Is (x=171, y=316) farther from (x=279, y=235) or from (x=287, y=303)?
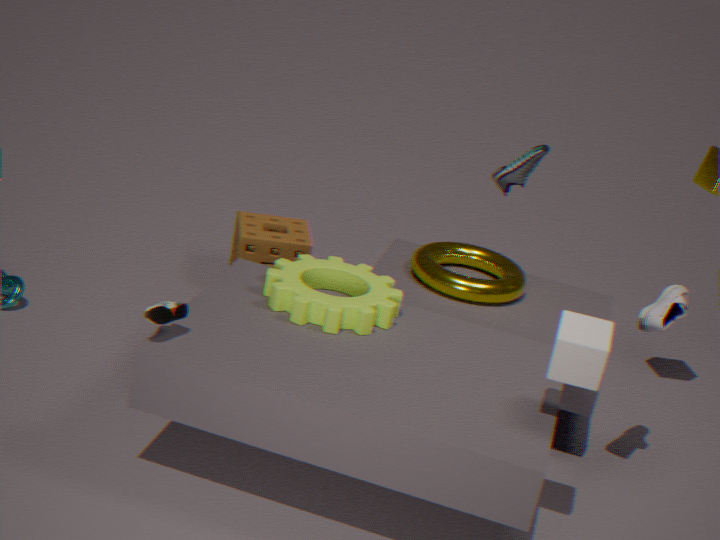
(x=279, y=235)
